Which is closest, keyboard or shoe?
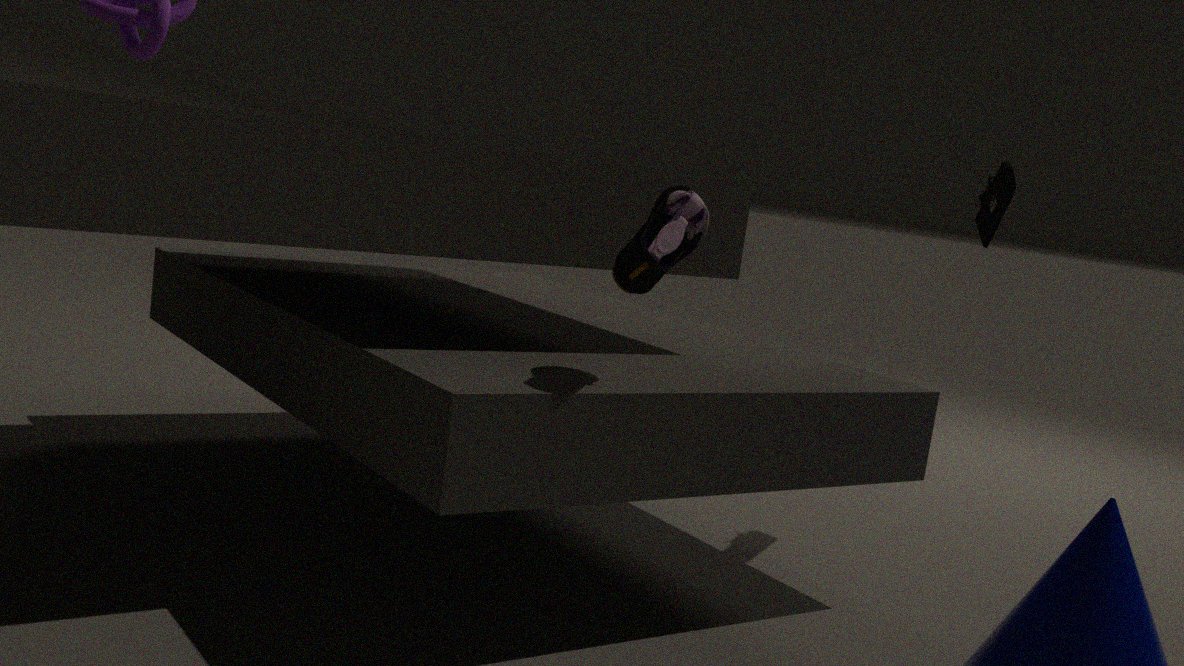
shoe
